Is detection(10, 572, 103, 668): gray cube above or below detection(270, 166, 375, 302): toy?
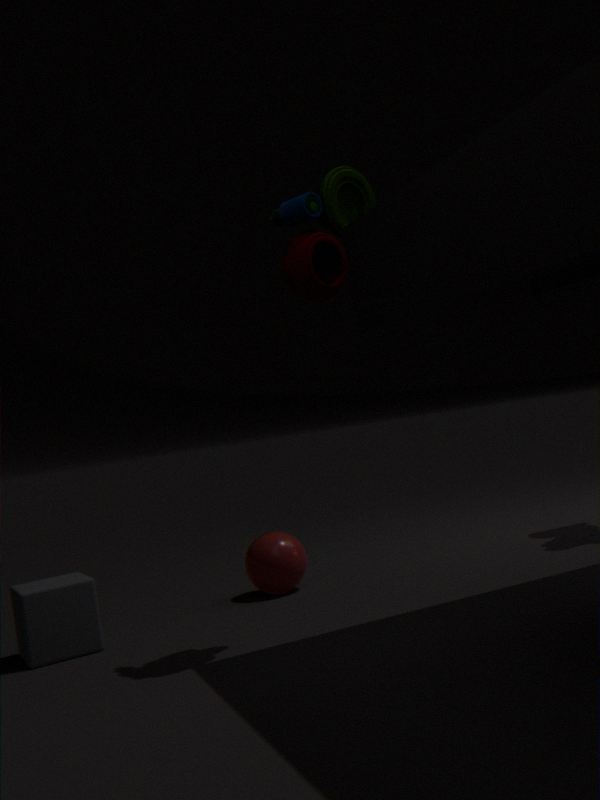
below
